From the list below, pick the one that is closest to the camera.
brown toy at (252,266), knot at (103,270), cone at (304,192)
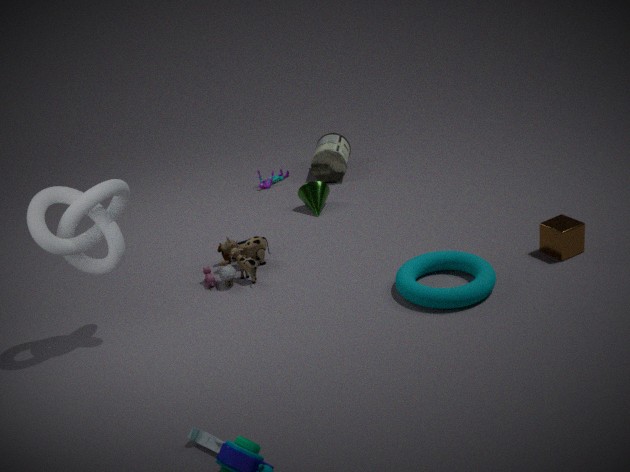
knot at (103,270)
